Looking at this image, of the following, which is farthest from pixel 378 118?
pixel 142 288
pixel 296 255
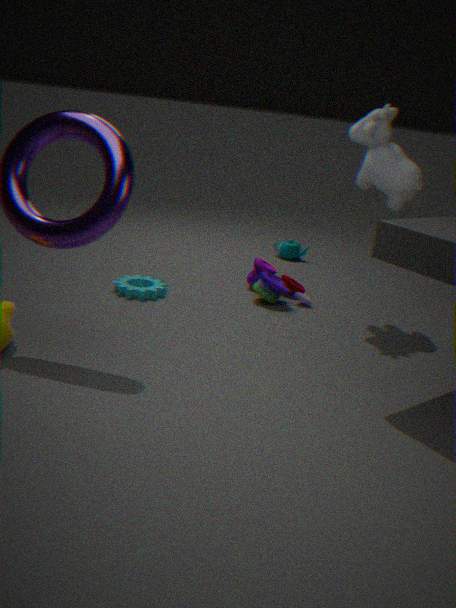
pixel 142 288
